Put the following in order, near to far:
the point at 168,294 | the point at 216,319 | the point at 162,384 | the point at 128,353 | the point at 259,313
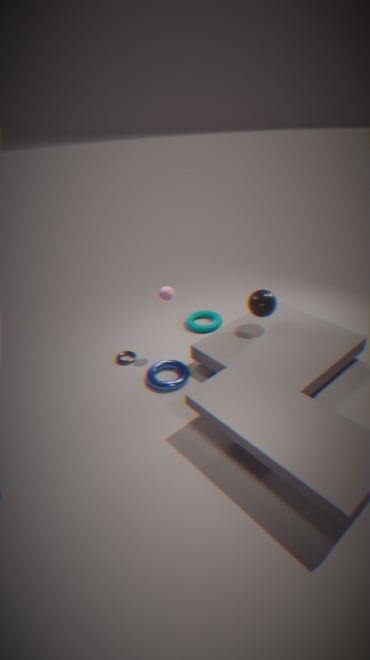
1. the point at 162,384
2. the point at 168,294
3. the point at 259,313
4. the point at 128,353
5. the point at 216,319
